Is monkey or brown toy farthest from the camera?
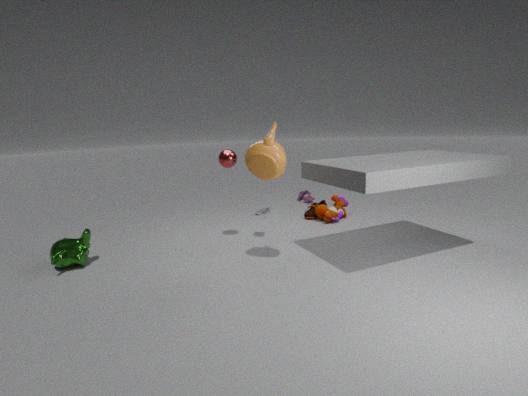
brown toy
